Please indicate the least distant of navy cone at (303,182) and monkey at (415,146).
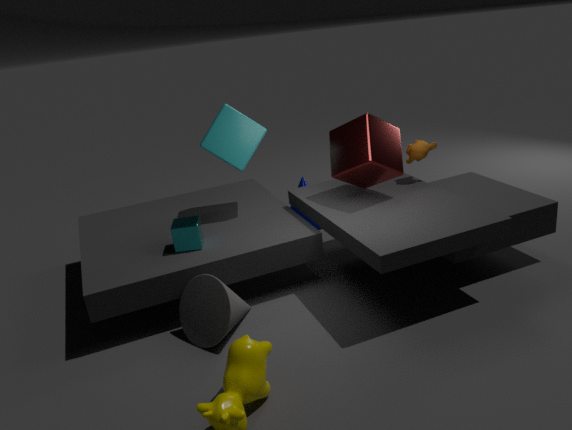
monkey at (415,146)
